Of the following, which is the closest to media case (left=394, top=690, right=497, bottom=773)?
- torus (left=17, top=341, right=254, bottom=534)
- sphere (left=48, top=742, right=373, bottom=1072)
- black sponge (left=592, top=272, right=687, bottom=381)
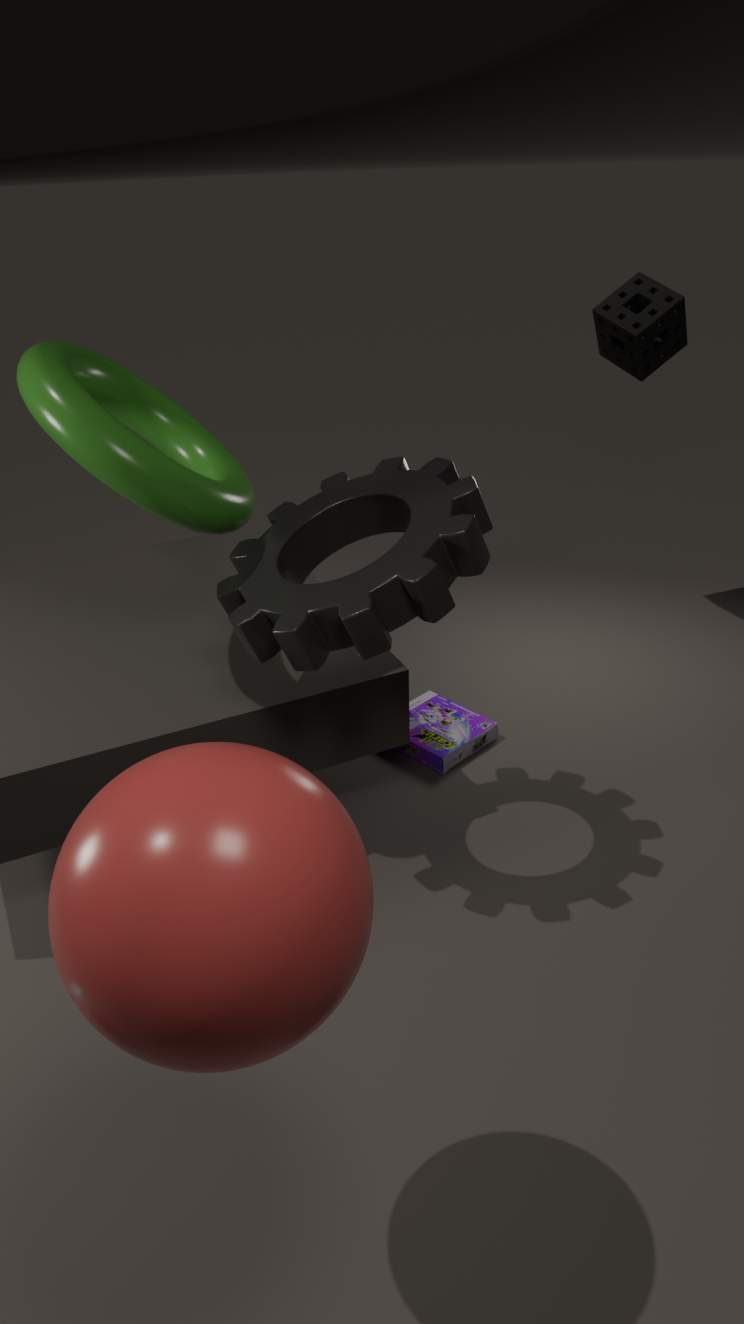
torus (left=17, top=341, right=254, bottom=534)
